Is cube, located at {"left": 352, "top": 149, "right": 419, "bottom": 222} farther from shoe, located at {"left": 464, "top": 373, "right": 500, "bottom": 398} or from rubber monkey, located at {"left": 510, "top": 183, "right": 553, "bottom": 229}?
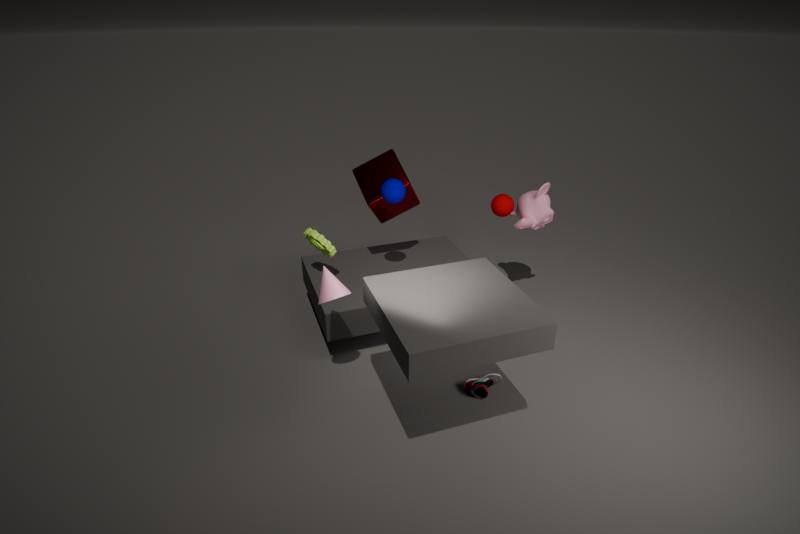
shoe, located at {"left": 464, "top": 373, "right": 500, "bottom": 398}
